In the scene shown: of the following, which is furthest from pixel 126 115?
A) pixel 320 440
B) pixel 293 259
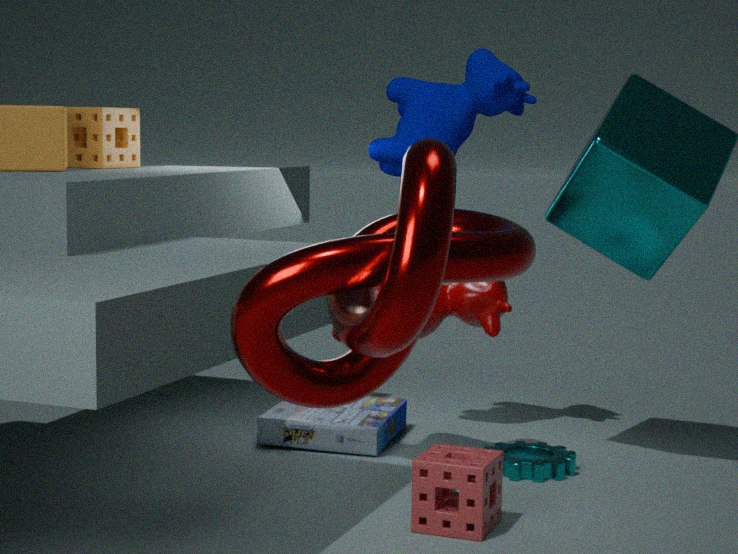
pixel 293 259
